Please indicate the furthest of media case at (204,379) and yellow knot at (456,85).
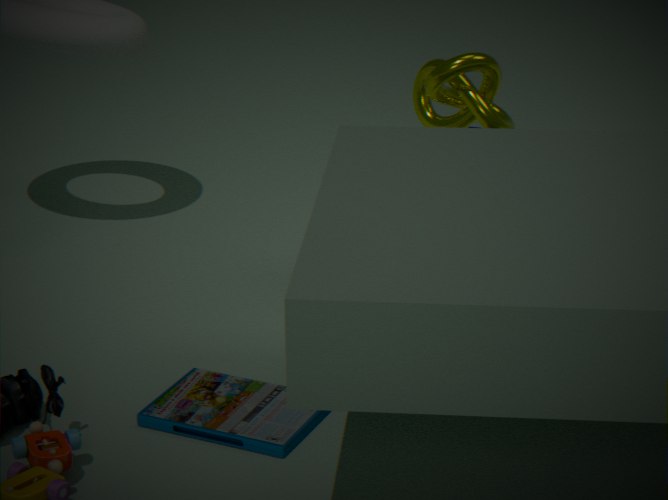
yellow knot at (456,85)
